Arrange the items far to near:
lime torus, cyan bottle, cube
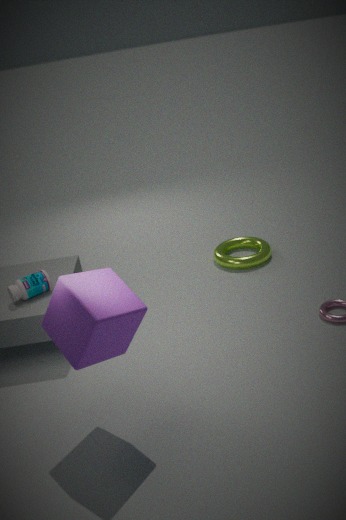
lime torus, cyan bottle, cube
